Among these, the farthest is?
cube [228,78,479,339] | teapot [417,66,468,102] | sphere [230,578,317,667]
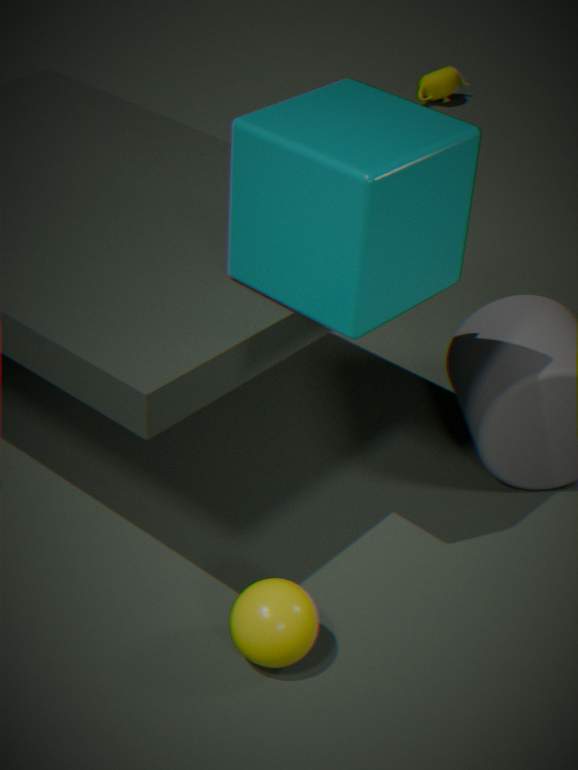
teapot [417,66,468,102]
